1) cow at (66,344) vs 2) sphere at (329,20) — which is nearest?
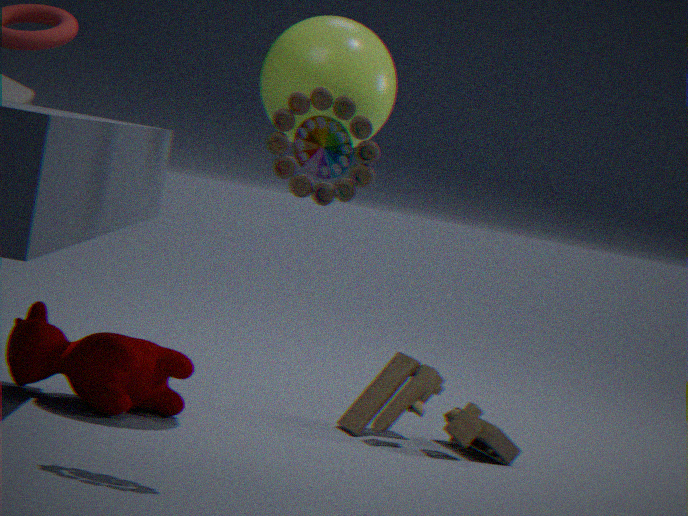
2. sphere at (329,20)
